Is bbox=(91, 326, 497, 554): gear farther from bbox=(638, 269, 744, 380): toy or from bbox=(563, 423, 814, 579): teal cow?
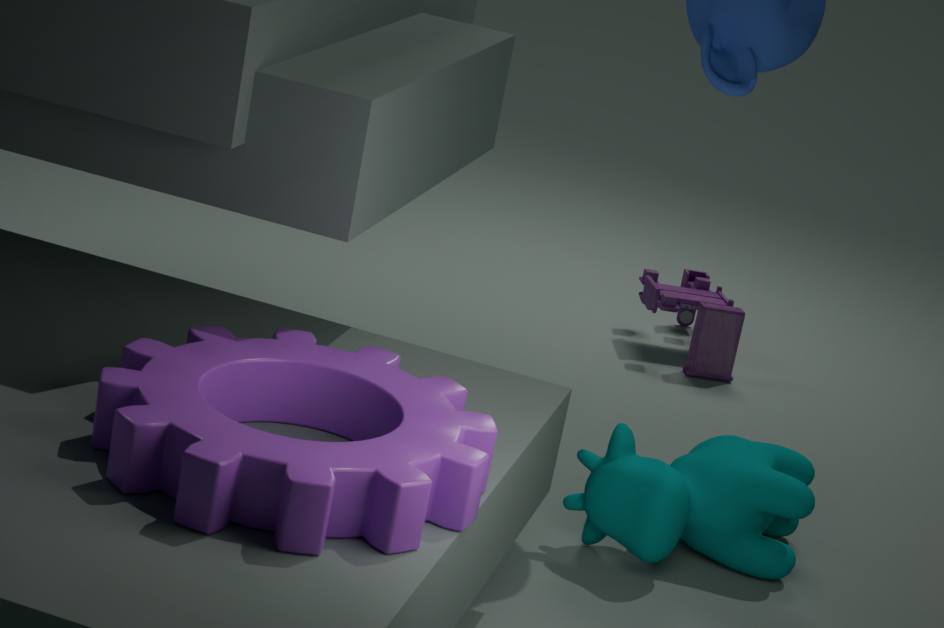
bbox=(638, 269, 744, 380): toy
